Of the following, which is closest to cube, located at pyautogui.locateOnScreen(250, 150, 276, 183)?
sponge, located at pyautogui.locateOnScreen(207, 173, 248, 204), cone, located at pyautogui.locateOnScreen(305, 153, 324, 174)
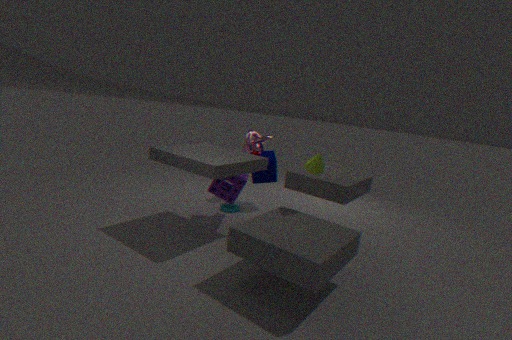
sponge, located at pyautogui.locateOnScreen(207, 173, 248, 204)
